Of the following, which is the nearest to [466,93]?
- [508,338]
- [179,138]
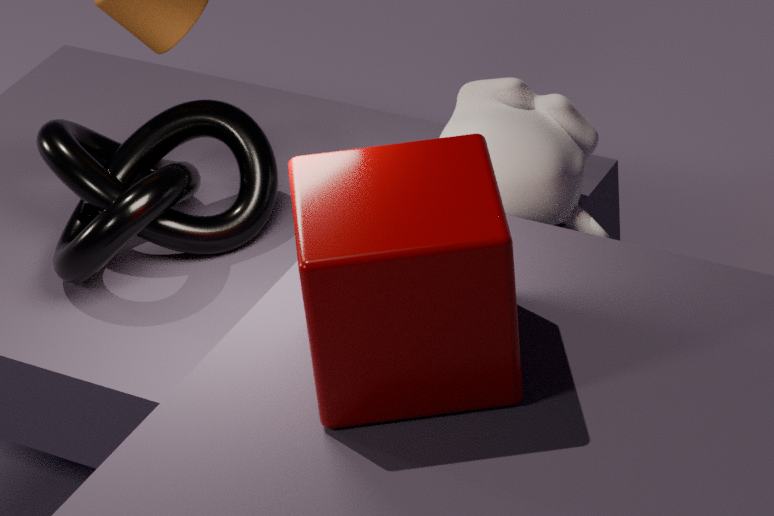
[508,338]
